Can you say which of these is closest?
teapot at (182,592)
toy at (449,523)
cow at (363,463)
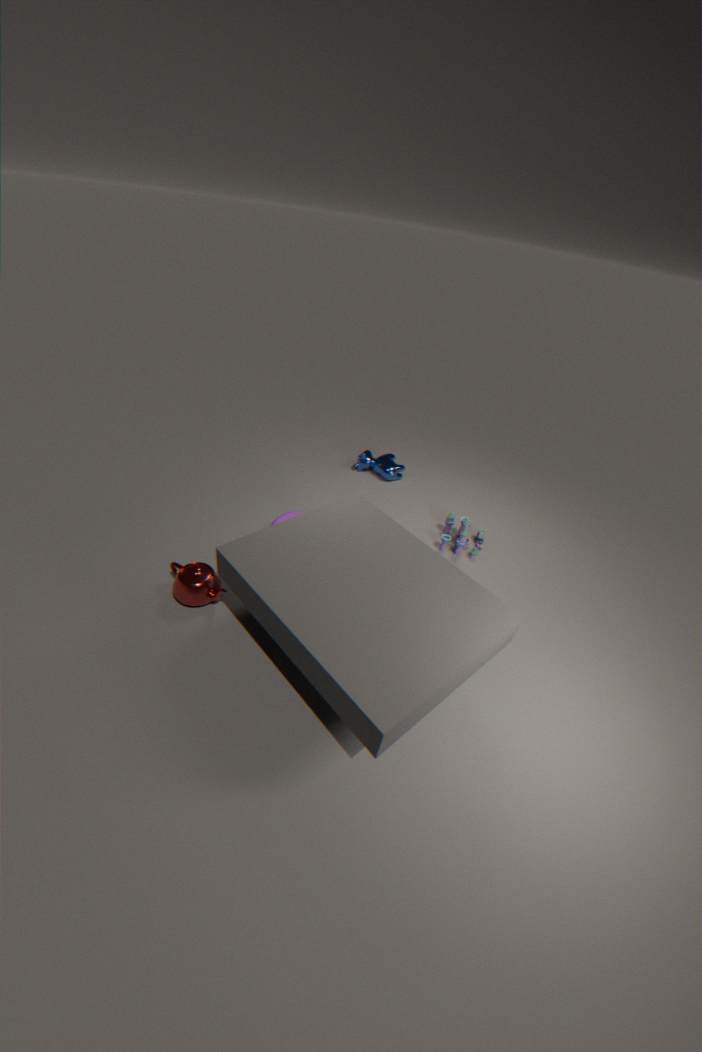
teapot at (182,592)
